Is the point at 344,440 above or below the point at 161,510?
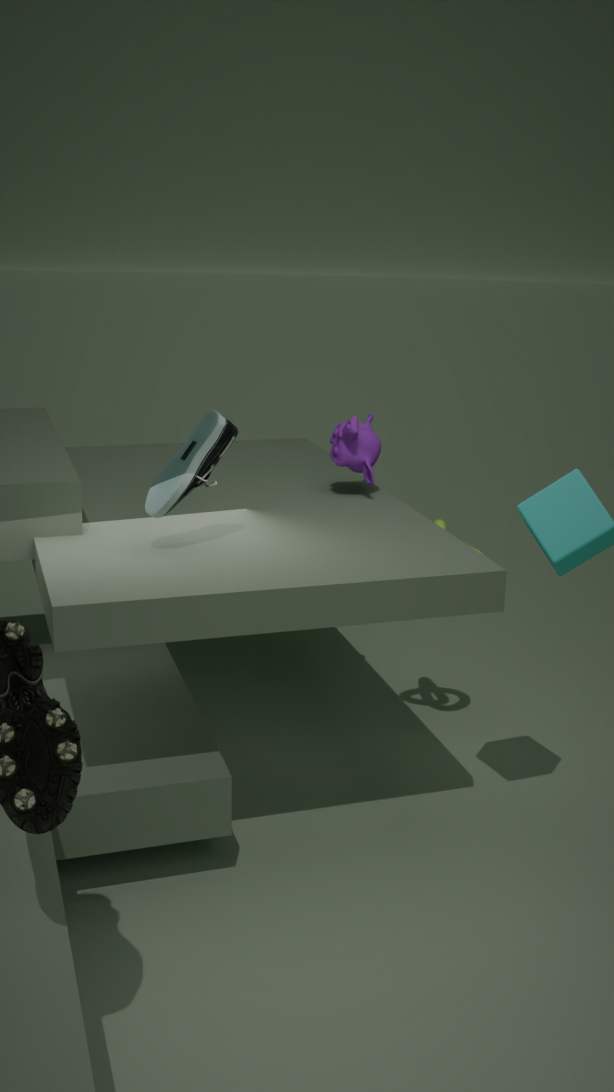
below
